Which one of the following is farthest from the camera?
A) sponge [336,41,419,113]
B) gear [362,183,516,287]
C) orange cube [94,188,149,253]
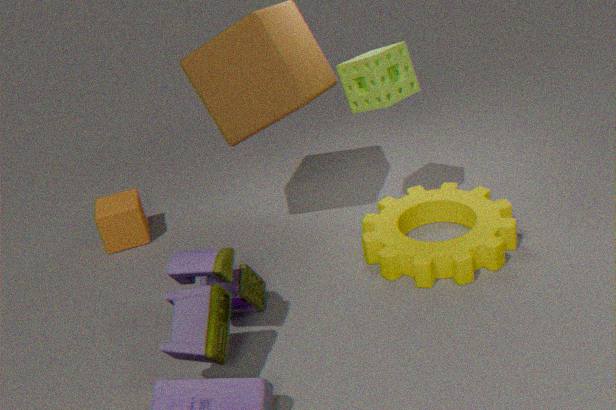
orange cube [94,188,149,253]
